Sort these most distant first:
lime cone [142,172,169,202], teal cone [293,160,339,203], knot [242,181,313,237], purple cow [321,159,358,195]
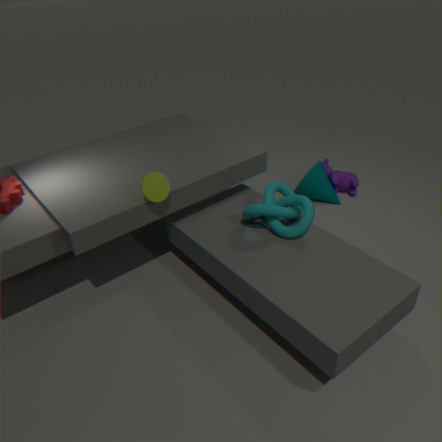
purple cow [321,159,358,195], teal cone [293,160,339,203], knot [242,181,313,237], lime cone [142,172,169,202]
